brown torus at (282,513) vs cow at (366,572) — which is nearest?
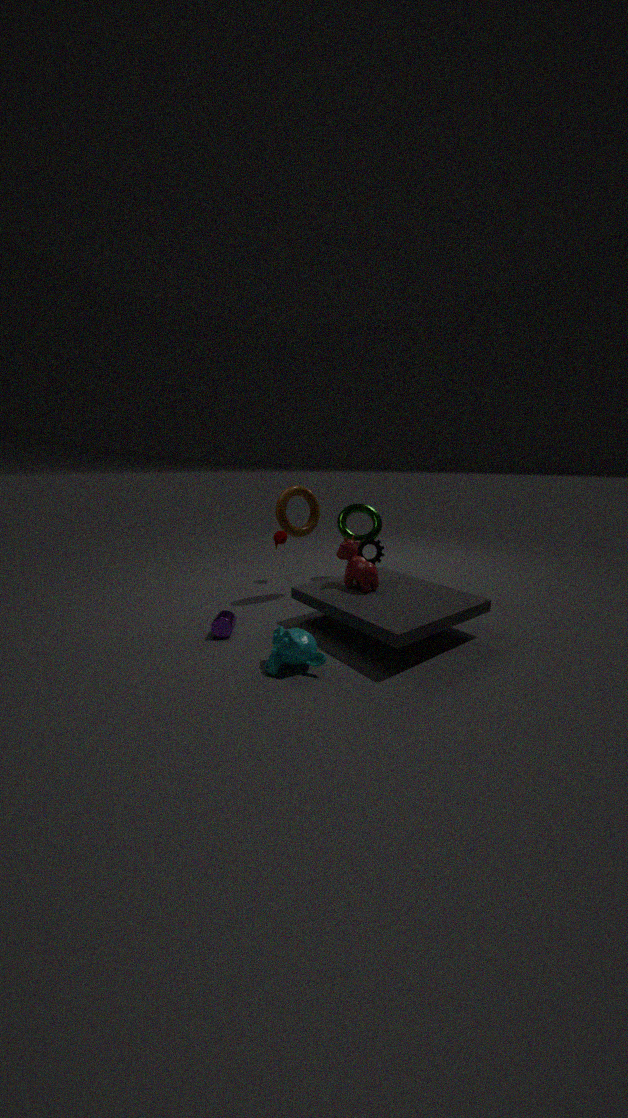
cow at (366,572)
